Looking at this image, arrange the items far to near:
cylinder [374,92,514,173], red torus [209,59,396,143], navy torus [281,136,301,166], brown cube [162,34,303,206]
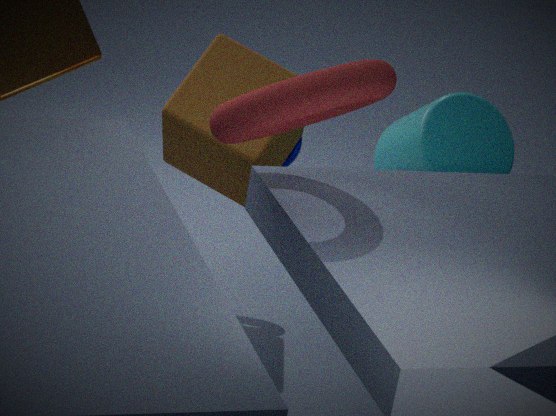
navy torus [281,136,301,166]
cylinder [374,92,514,173]
brown cube [162,34,303,206]
red torus [209,59,396,143]
